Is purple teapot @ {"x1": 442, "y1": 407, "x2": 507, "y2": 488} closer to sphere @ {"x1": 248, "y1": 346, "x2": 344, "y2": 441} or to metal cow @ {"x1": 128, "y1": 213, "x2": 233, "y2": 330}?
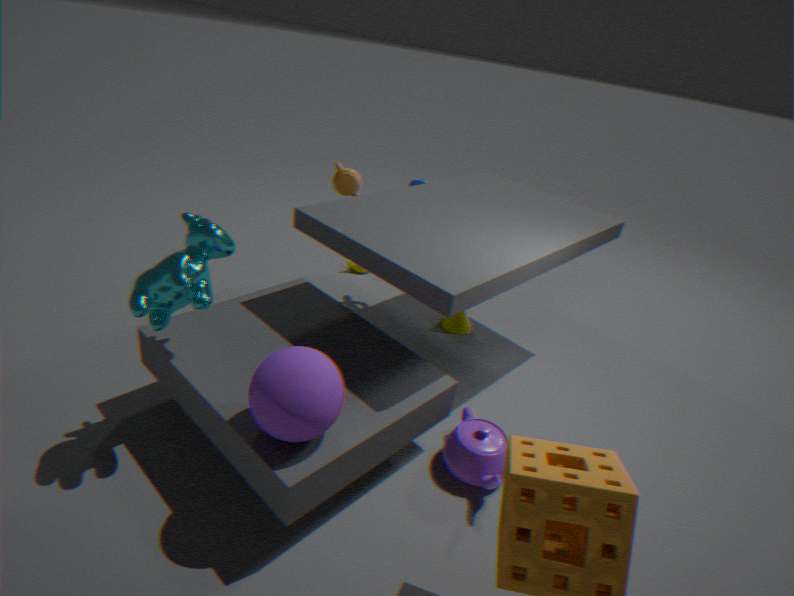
sphere @ {"x1": 248, "y1": 346, "x2": 344, "y2": 441}
